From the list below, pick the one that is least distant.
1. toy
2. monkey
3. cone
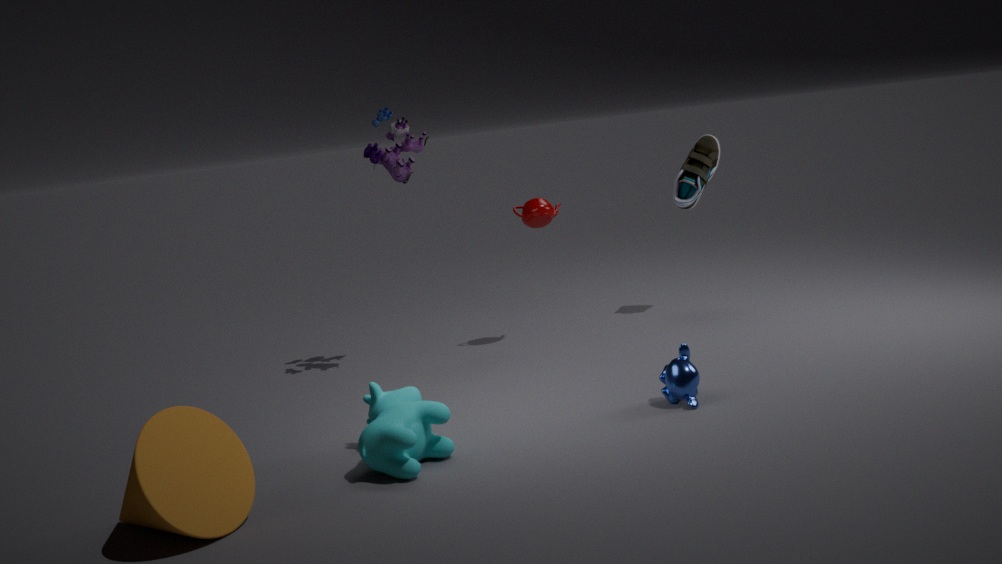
cone
